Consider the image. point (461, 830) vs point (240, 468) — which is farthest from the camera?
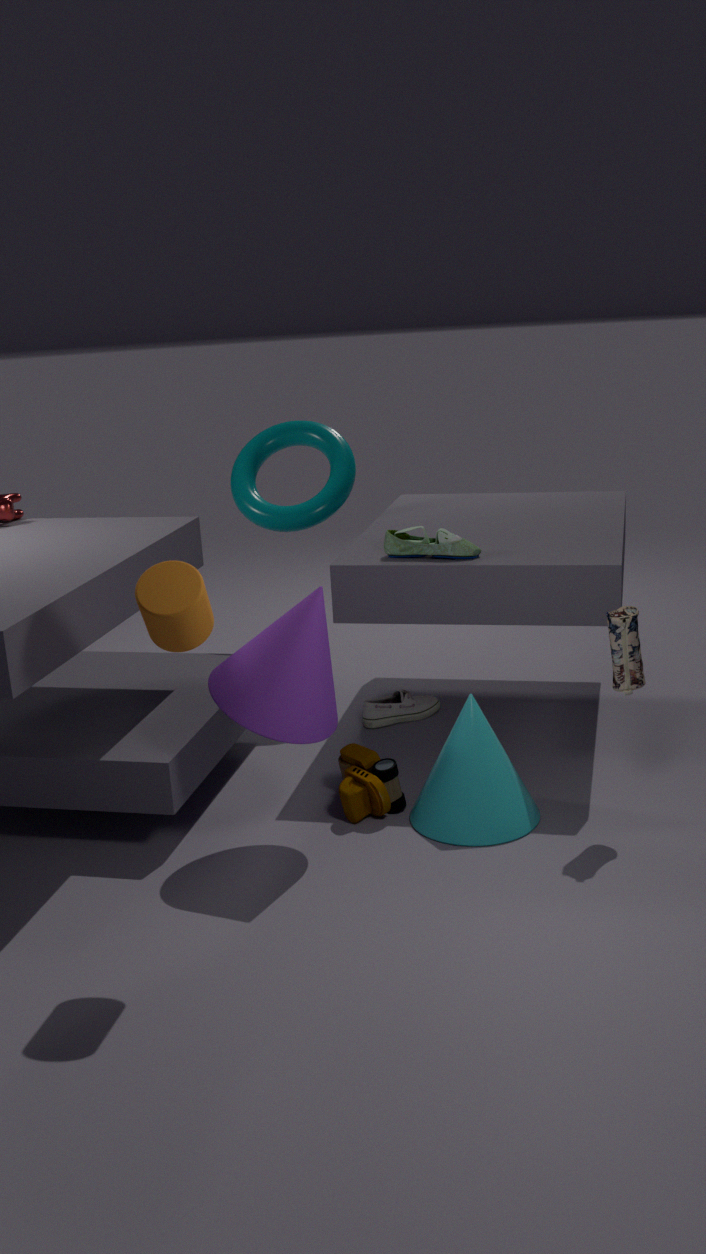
point (240, 468)
